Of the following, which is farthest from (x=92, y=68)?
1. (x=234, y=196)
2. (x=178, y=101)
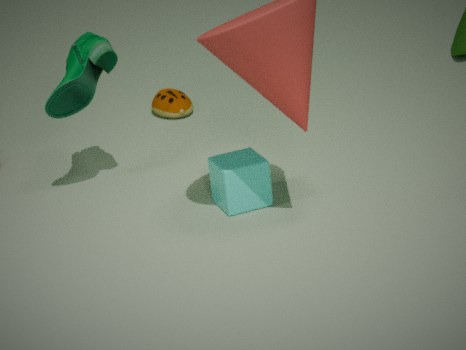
(x=178, y=101)
